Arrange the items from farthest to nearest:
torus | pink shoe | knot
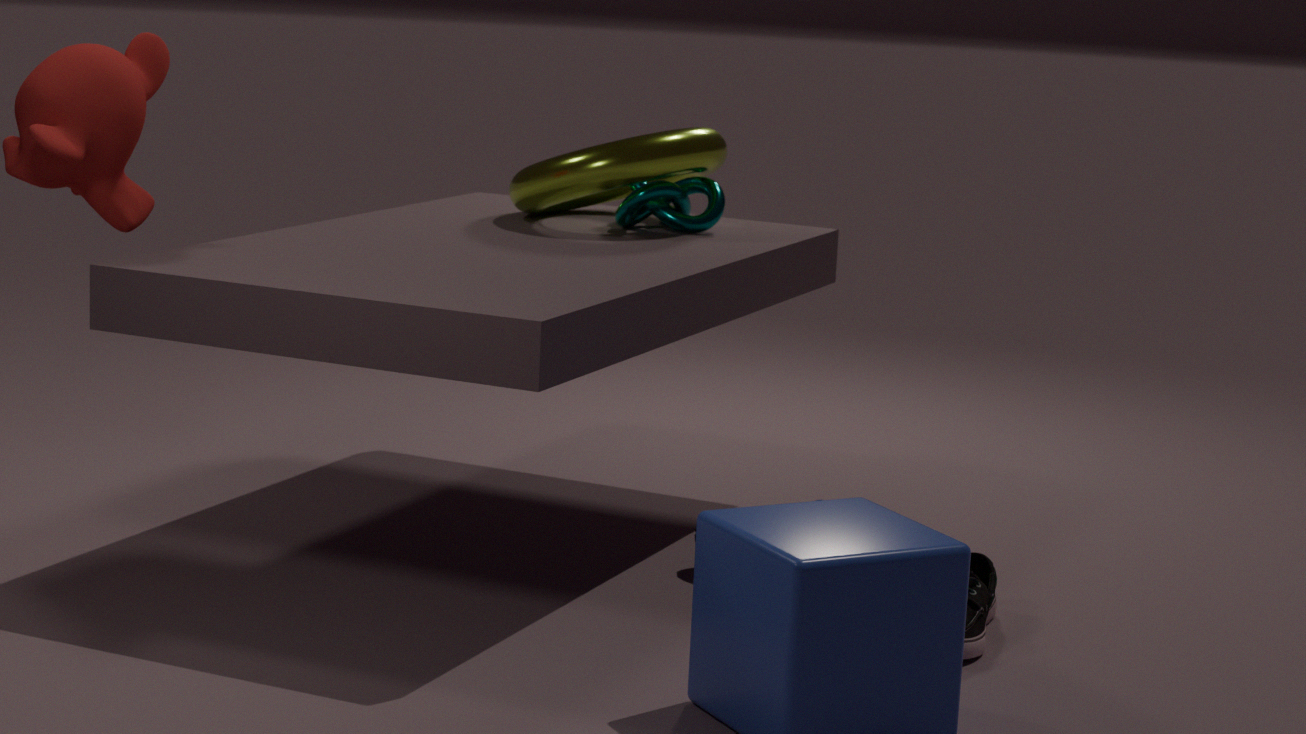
1. knot
2. torus
3. pink shoe
